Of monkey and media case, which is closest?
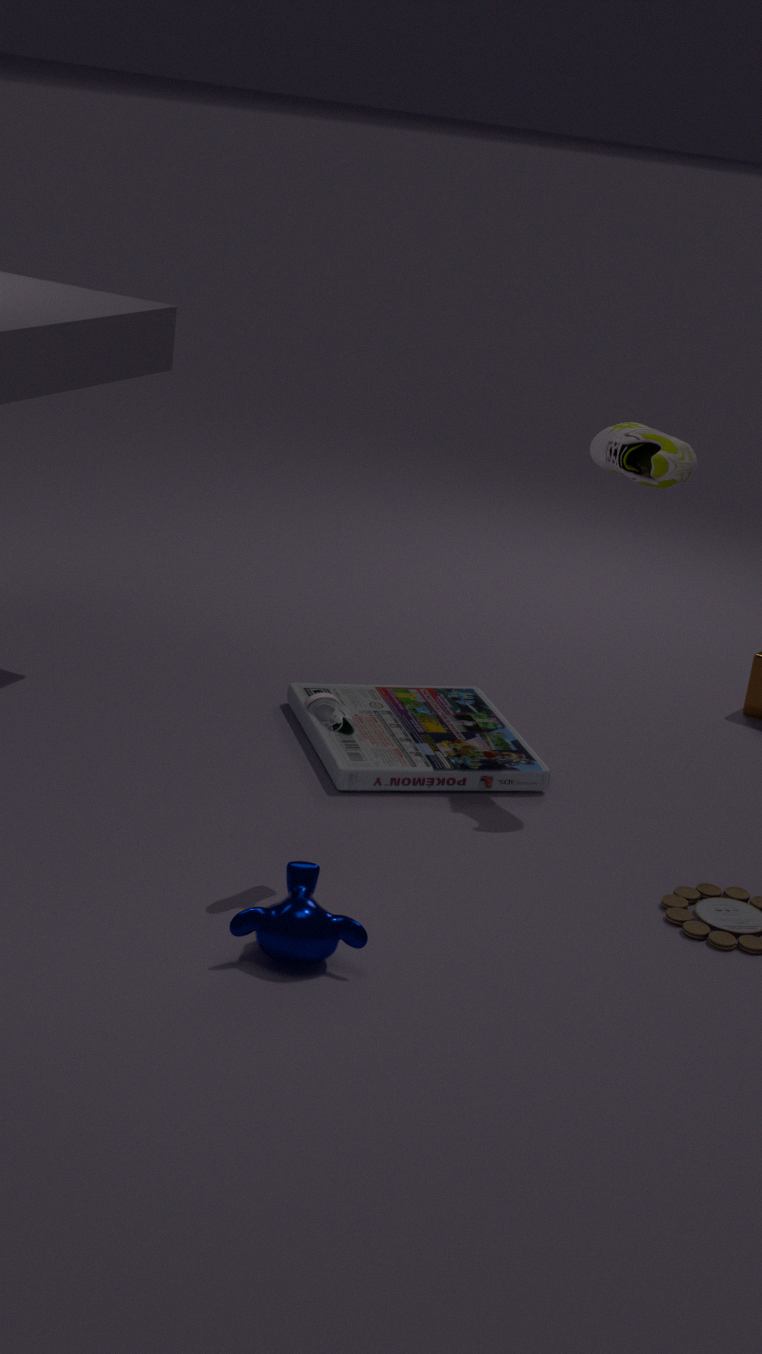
monkey
